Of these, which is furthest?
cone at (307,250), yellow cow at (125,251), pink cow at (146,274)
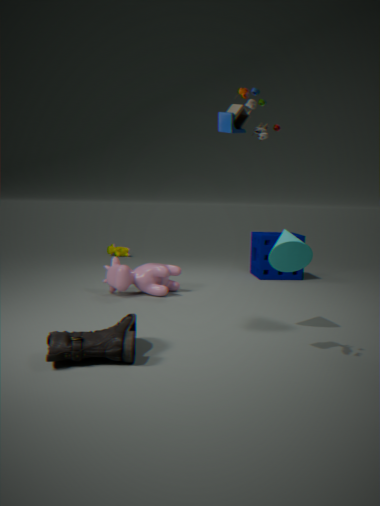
yellow cow at (125,251)
